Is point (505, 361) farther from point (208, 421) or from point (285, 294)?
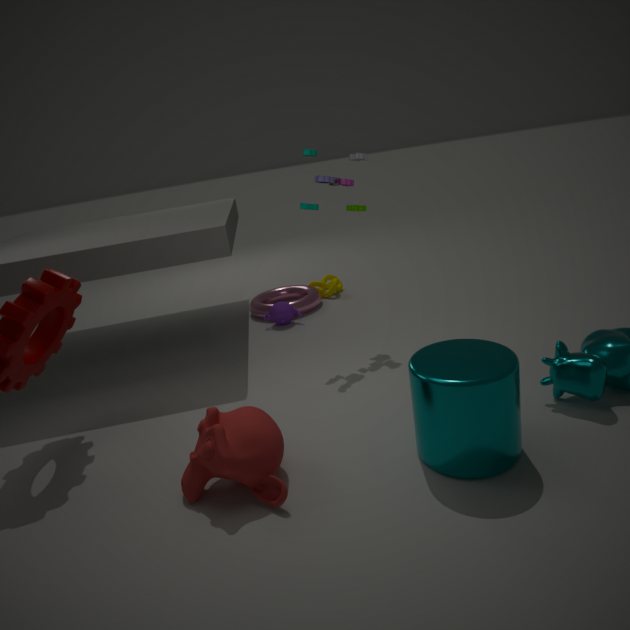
point (285, 294)
